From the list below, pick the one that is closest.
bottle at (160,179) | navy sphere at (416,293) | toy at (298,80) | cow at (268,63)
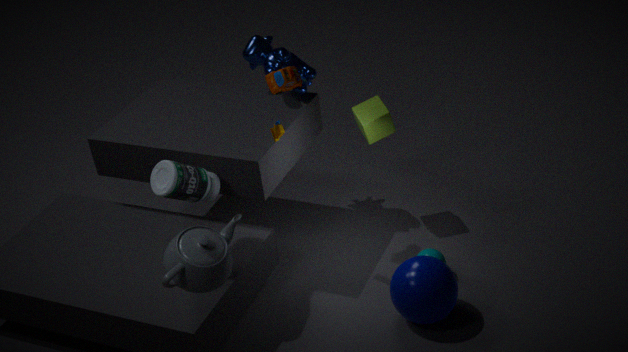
bottle at (160,179)
